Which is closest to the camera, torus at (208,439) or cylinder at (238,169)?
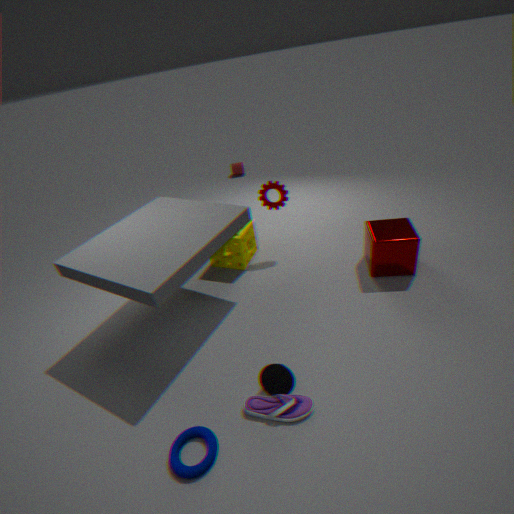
torus at (208,439)
